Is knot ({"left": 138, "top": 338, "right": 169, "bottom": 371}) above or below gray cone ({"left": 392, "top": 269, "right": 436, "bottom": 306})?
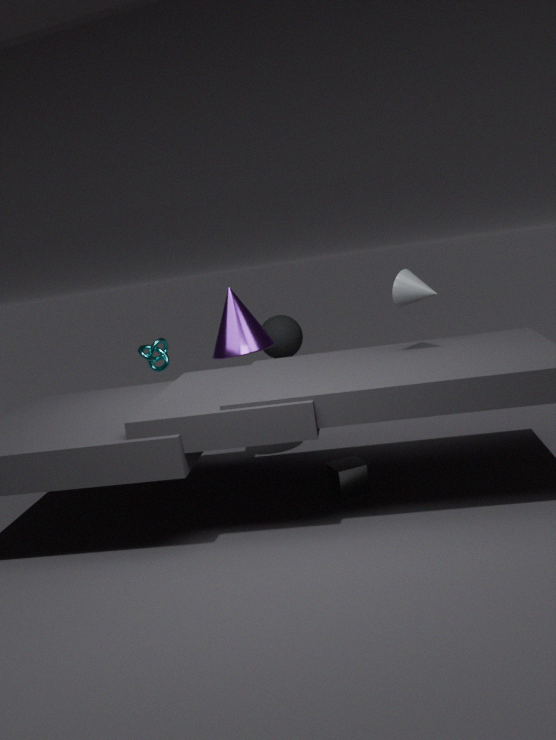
below
